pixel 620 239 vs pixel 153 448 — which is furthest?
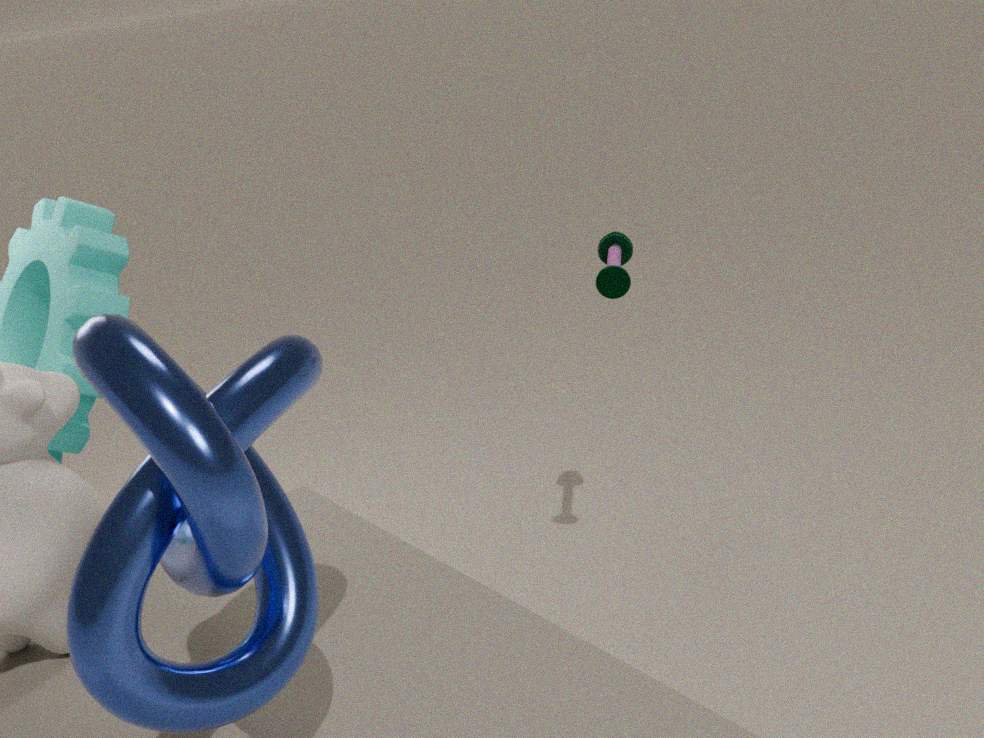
pixel 620 239
